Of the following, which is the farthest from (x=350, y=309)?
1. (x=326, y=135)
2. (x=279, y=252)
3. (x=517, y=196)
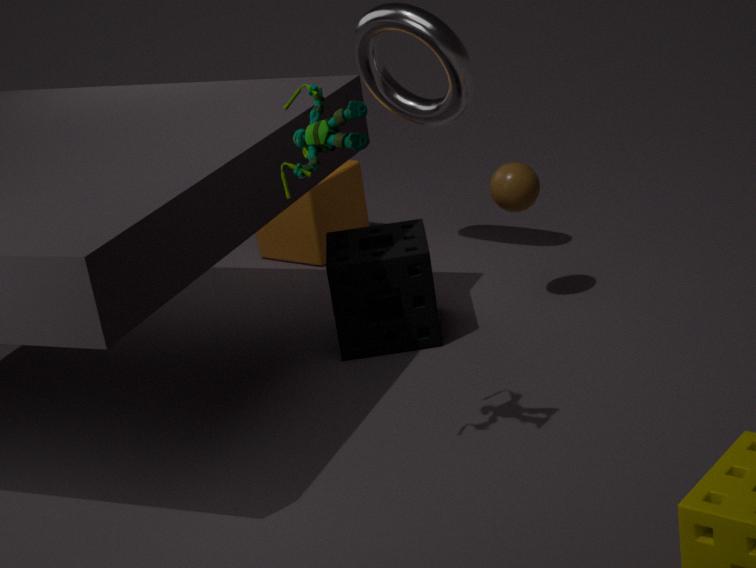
(x=326, y=135)
